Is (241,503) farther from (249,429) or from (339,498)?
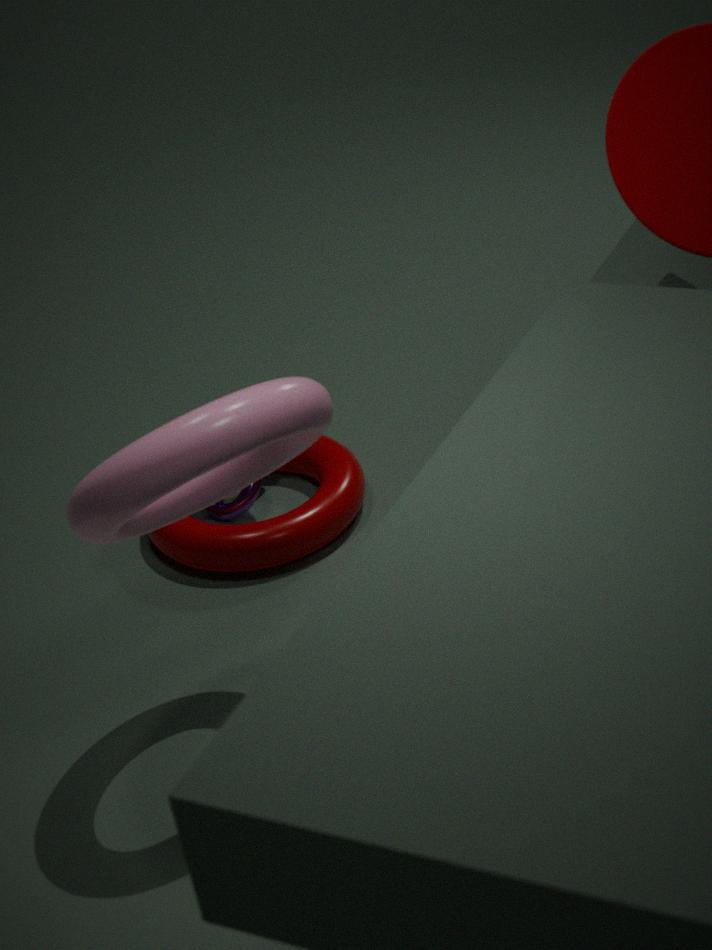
(249,429)
